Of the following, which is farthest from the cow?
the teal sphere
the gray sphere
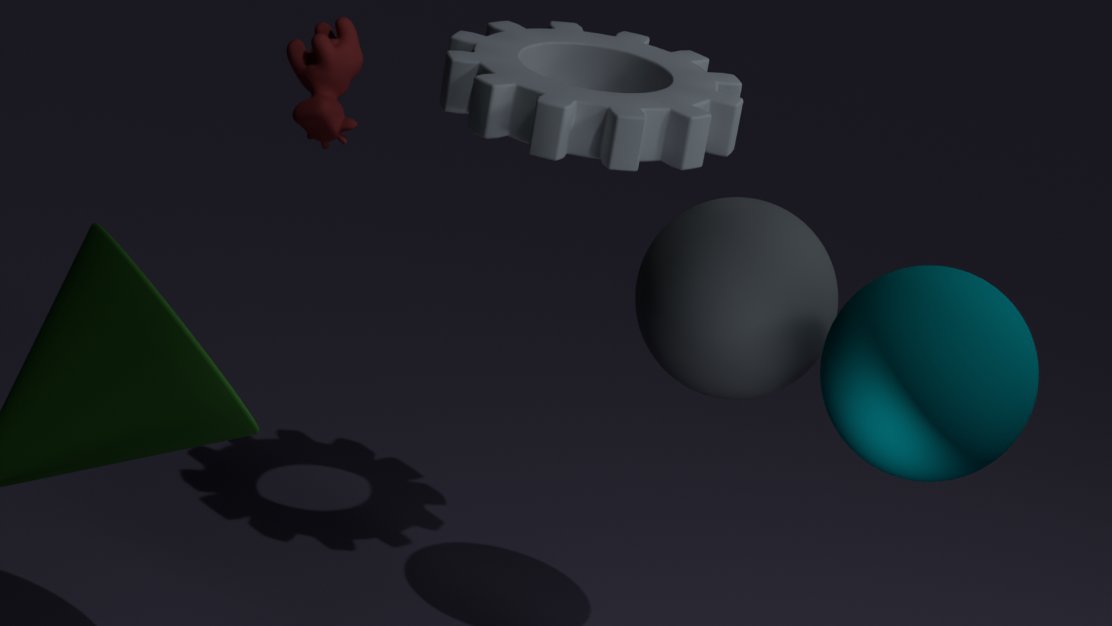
the teal sphere
